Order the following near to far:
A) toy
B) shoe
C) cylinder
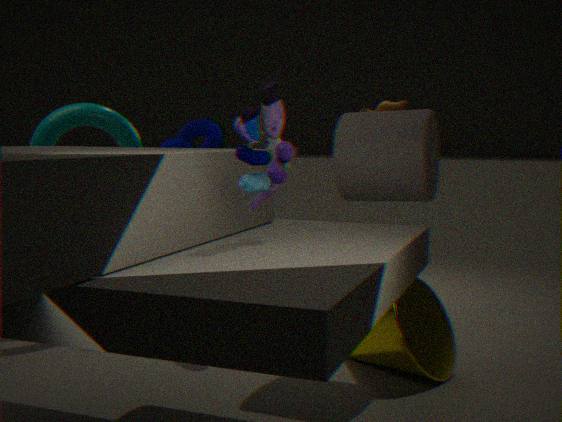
1. toy
2. cylinder
3. shoe
